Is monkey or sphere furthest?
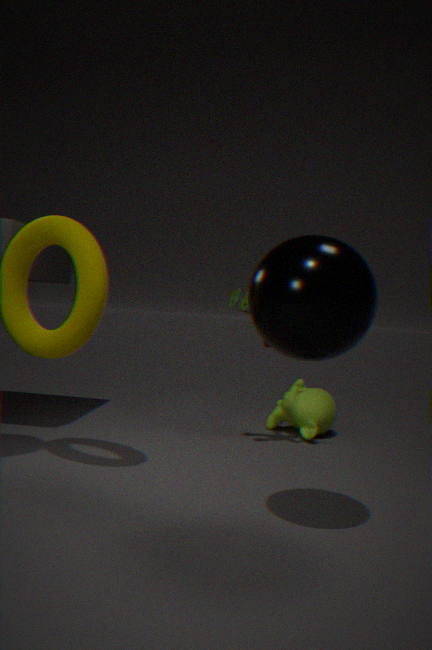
monkey
